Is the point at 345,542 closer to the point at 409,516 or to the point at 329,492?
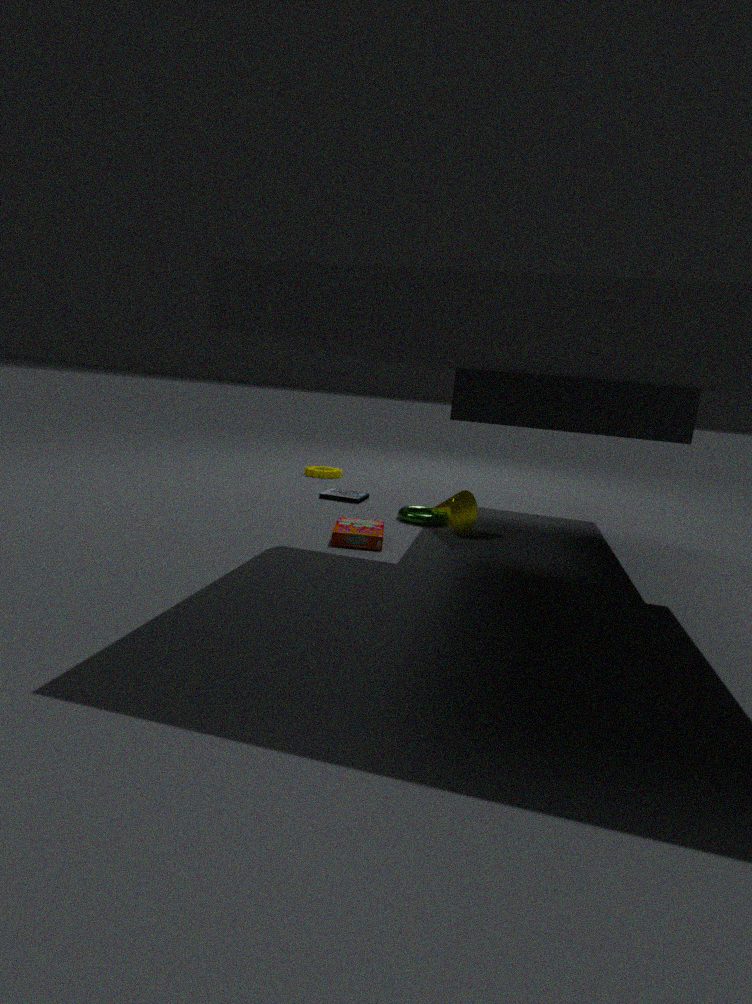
the point at 409,516
